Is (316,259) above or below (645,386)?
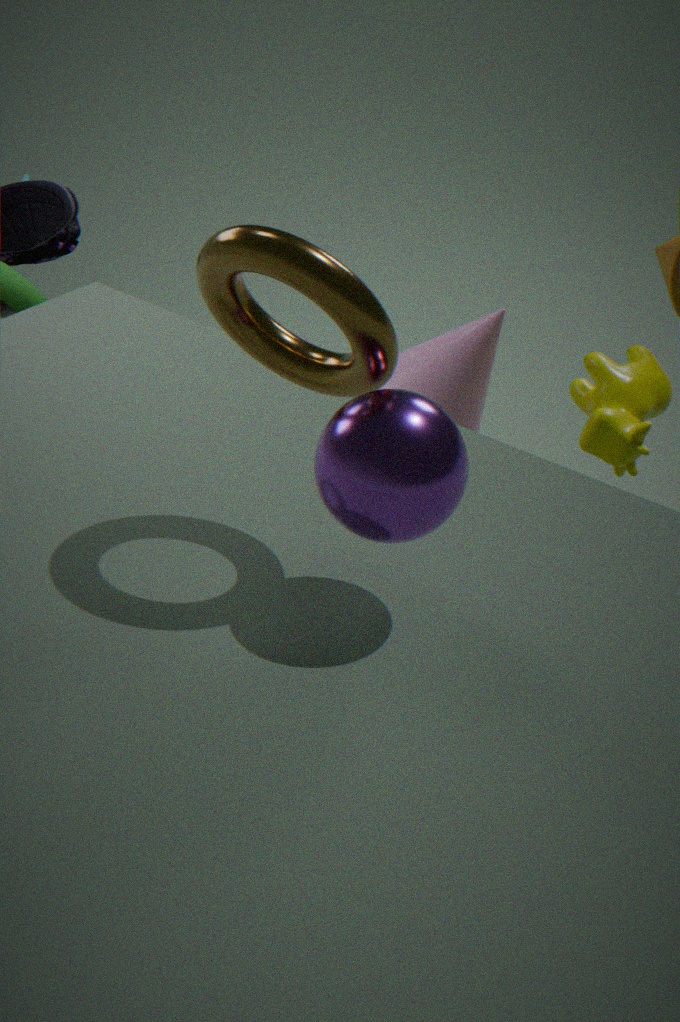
above
